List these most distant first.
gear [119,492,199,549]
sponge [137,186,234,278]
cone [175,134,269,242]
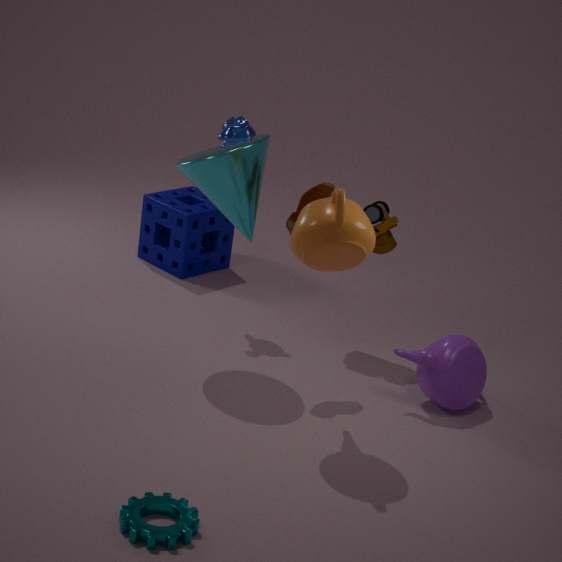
sponge [137,186,234,278]
cone [175,134,269,242]
gear [119,492,199,549]
